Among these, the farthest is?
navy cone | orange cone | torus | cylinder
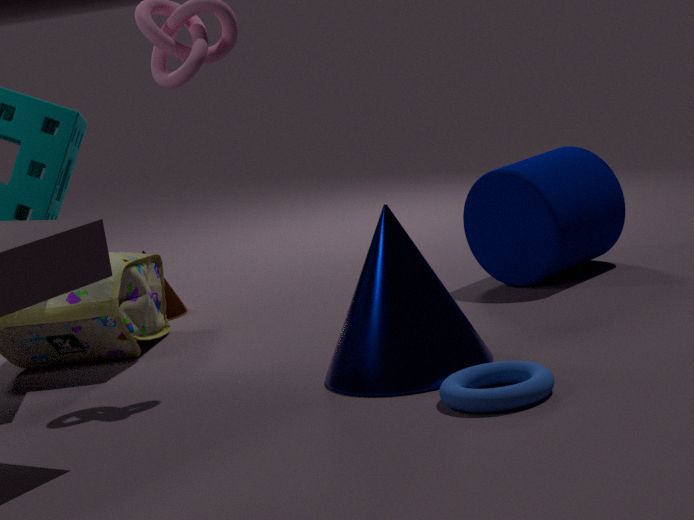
orange cone
